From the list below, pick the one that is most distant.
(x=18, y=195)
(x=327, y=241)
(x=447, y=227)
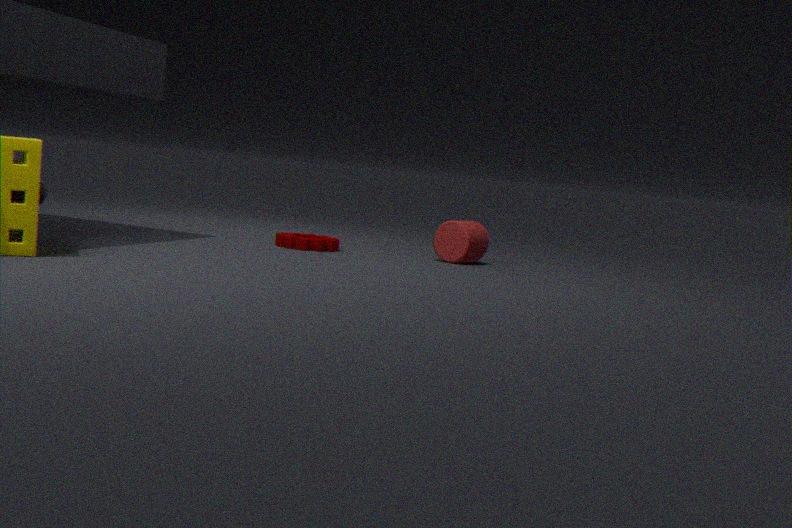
(x=447, y=227)
